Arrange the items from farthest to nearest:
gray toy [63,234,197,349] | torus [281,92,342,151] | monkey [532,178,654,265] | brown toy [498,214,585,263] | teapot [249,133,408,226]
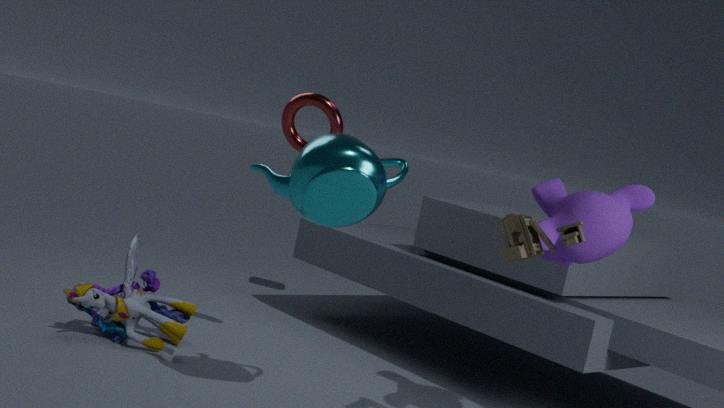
gray toy [63,234,197,349] → torus [281,92,342,151] → monkey [532,178,654,265] → teapot [249,133,408,226] → brown toy [498,214,585,263]
